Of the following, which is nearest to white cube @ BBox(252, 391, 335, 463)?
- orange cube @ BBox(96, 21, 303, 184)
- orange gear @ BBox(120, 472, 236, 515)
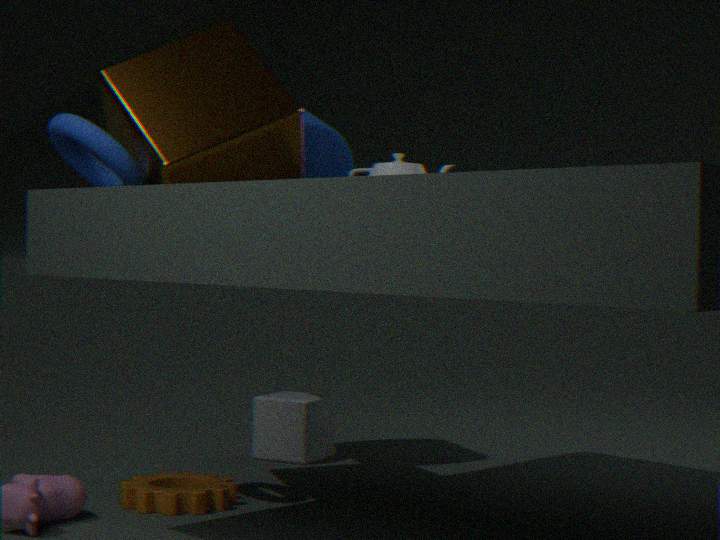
orange gear @ BBox(120, 472, 236, 515)
